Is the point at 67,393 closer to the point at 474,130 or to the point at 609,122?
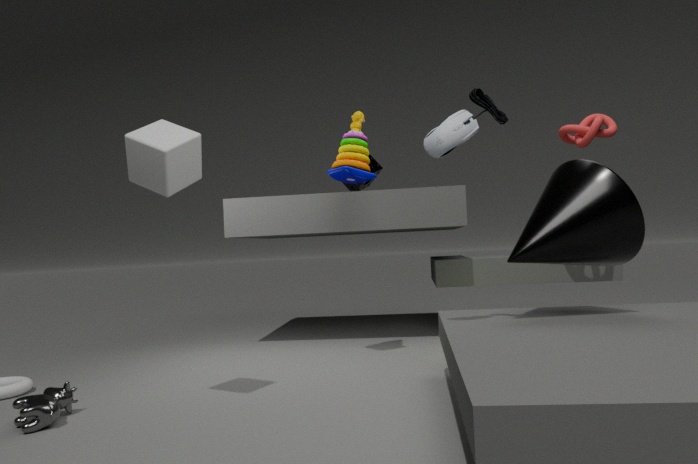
the point at 474,130
